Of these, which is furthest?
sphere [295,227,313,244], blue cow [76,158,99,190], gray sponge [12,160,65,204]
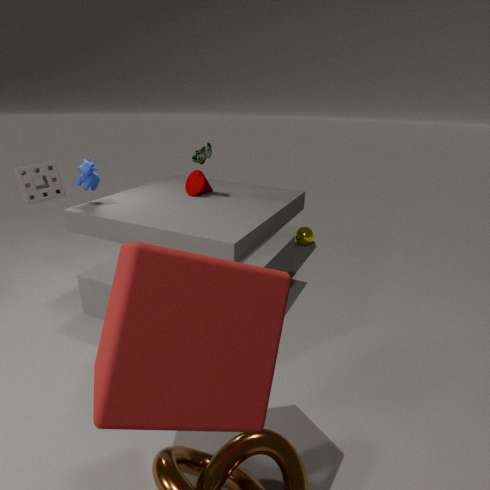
sphere [295,227,313,244]
